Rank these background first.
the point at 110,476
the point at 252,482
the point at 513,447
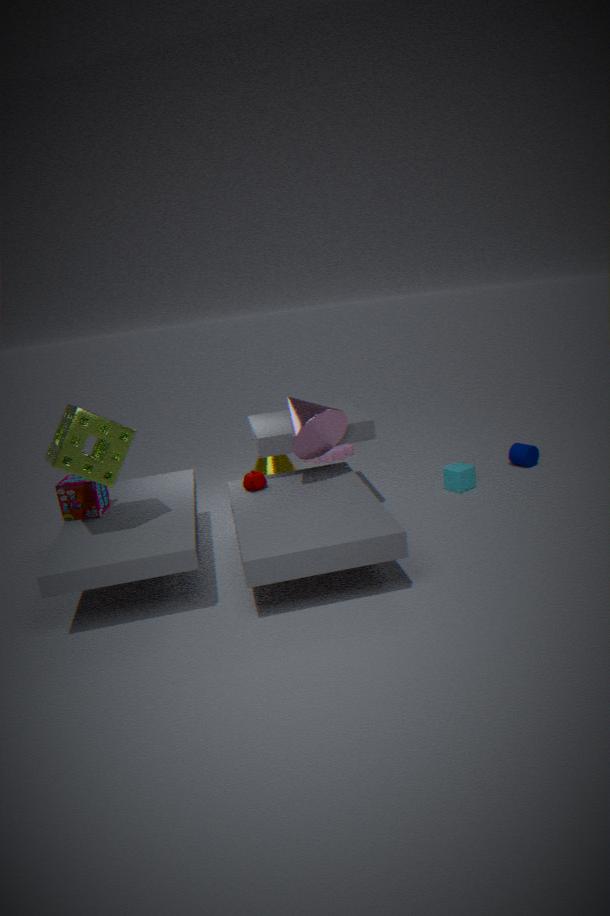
the point at 513,447, the point at 252,482, the point at 110,476
